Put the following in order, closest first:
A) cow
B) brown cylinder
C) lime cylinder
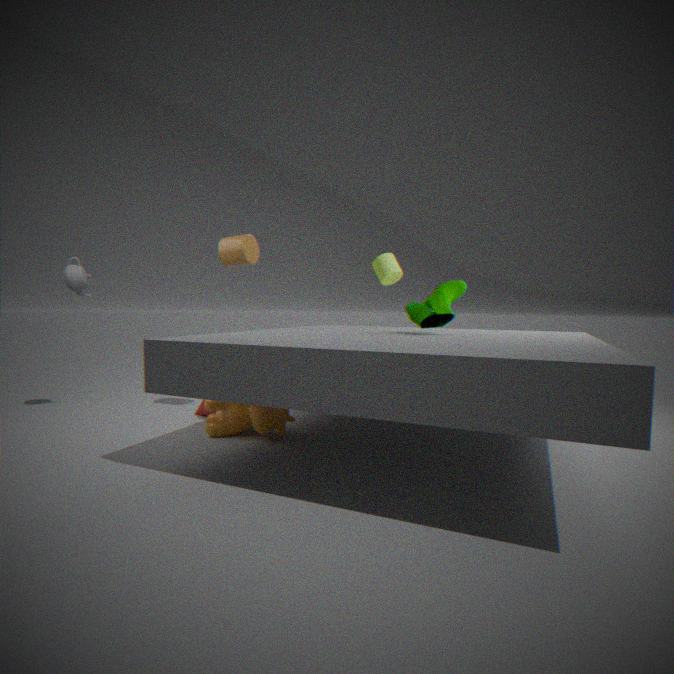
cow < brown cylinder < lime cylinder
